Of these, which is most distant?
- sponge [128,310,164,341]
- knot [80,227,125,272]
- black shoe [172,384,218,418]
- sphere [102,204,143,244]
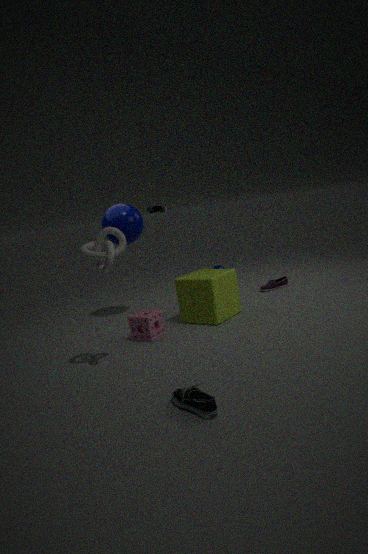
sphere [102,204,143,244]
